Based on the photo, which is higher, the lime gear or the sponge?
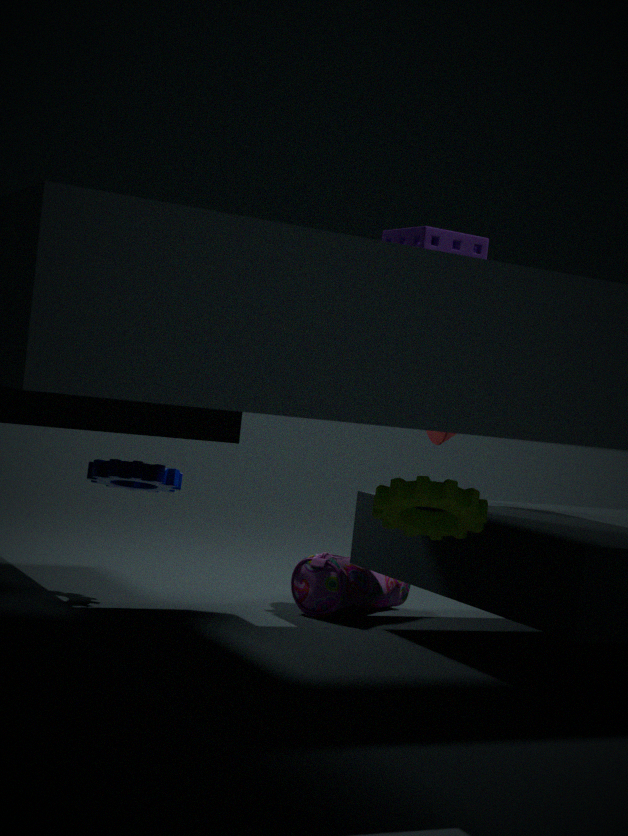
the sponge
